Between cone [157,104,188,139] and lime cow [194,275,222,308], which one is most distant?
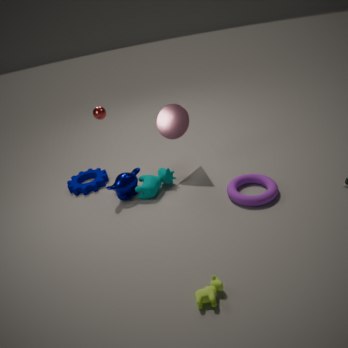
cone [157,104,188,139]
